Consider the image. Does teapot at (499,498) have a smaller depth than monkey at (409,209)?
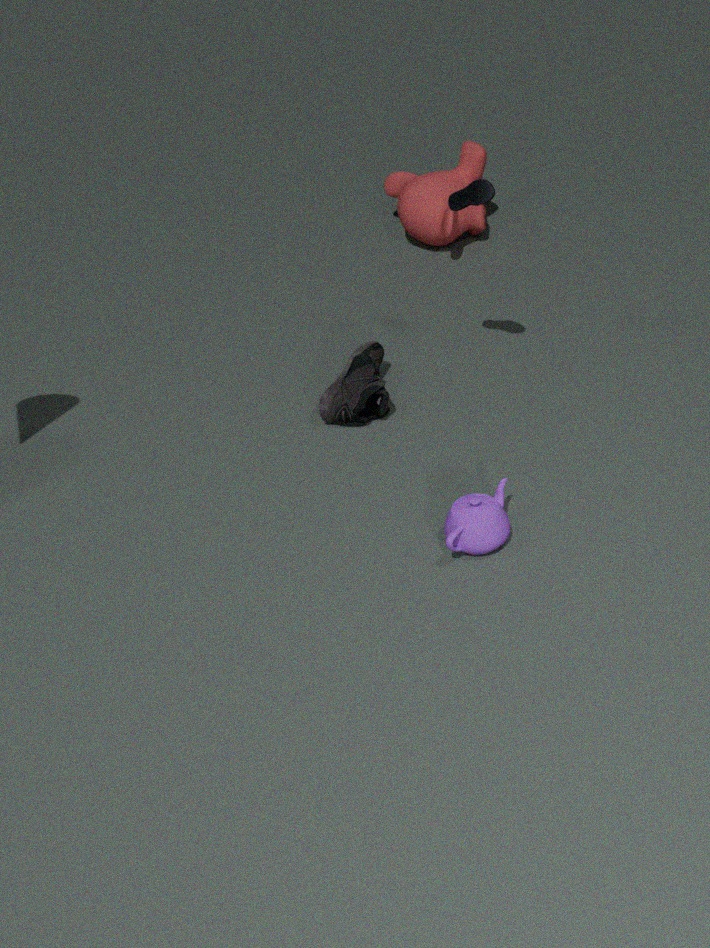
Yes
